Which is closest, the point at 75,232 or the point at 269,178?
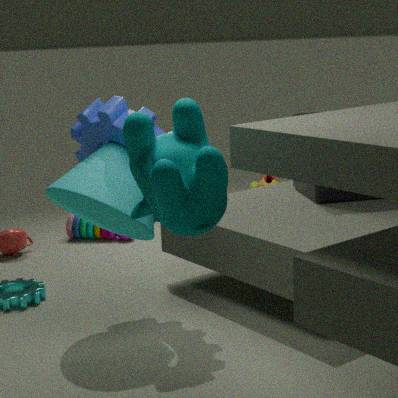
the point at 75,232
